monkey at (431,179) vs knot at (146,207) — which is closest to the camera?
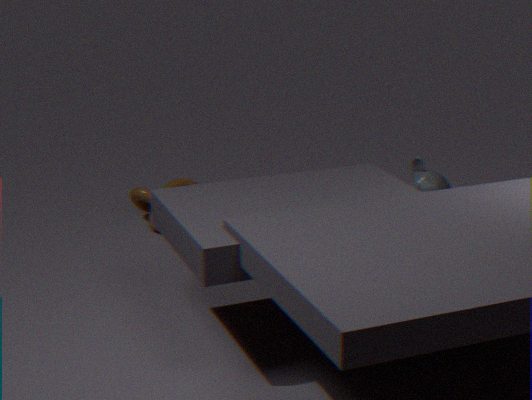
knot at (146,207)
